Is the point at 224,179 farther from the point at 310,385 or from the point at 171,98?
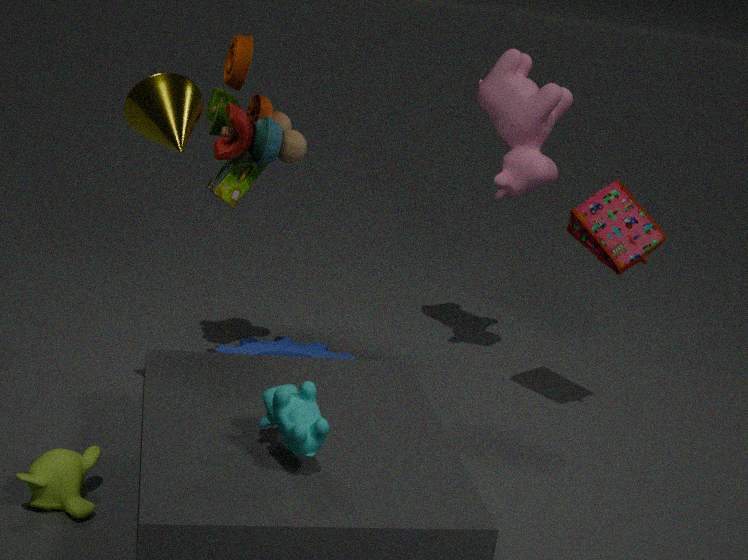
the point at 310,385
